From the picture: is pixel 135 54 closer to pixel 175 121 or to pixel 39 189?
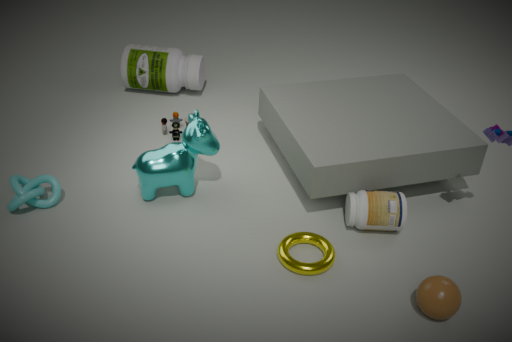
pixel 175 121
